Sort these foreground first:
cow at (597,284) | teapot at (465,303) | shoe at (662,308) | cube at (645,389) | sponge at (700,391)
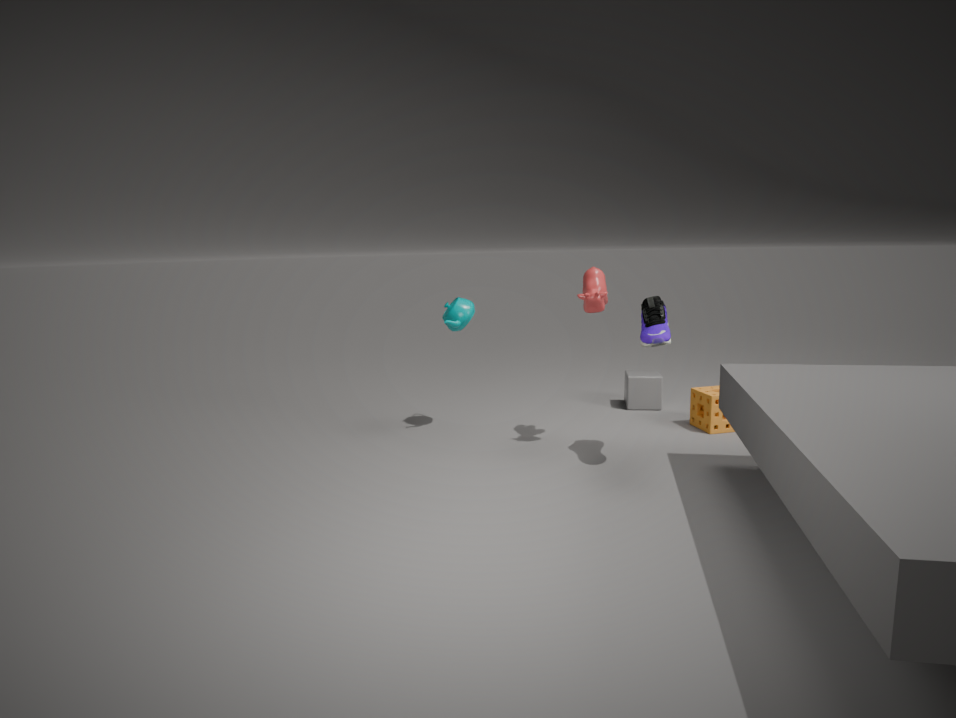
1. shoe at (662,308)
2. cow at (597,284)
3. sponge at (700,391)
4. teapot at (465,303)
5. cube at (645,389)
